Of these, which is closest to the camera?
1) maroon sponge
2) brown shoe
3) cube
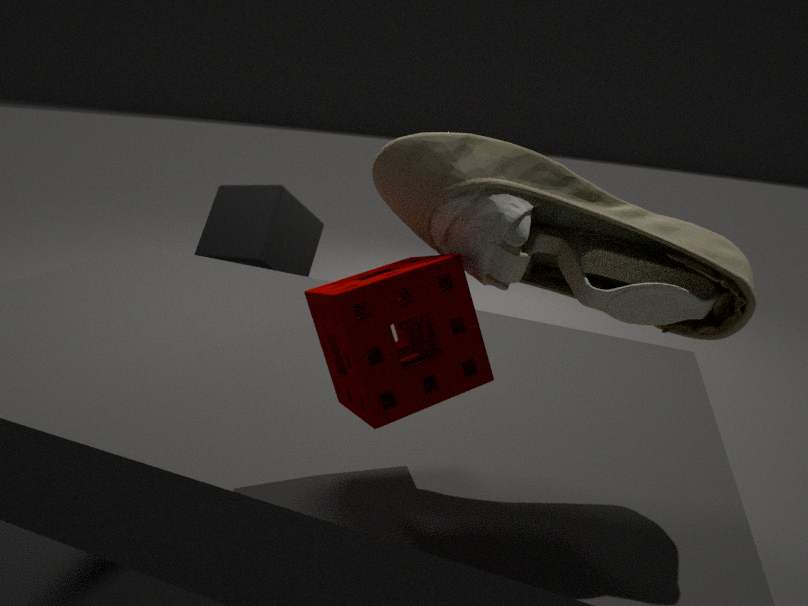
1. maroon sponge
